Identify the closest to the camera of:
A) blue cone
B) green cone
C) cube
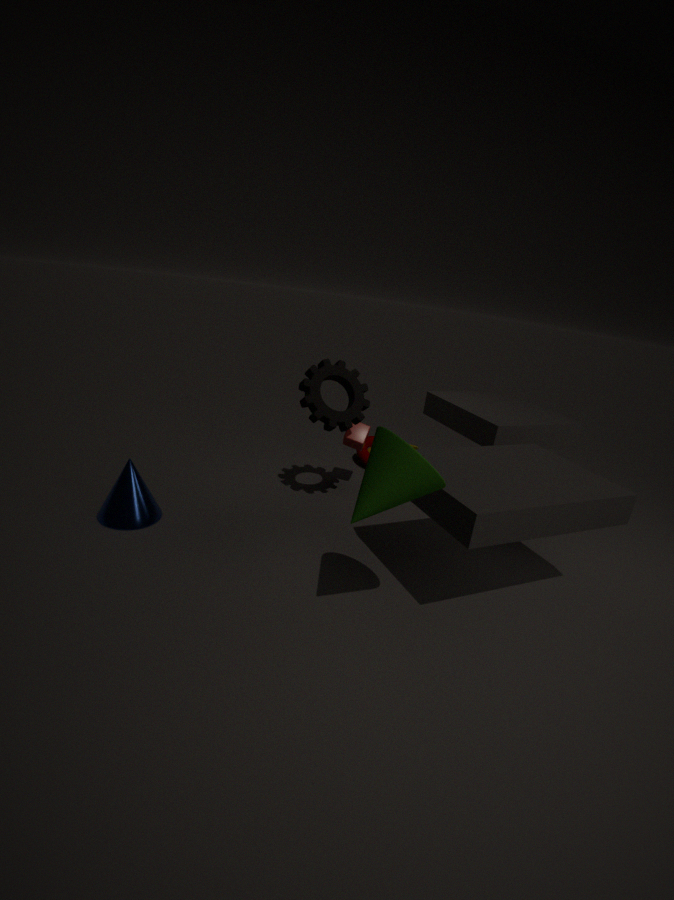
green cone
